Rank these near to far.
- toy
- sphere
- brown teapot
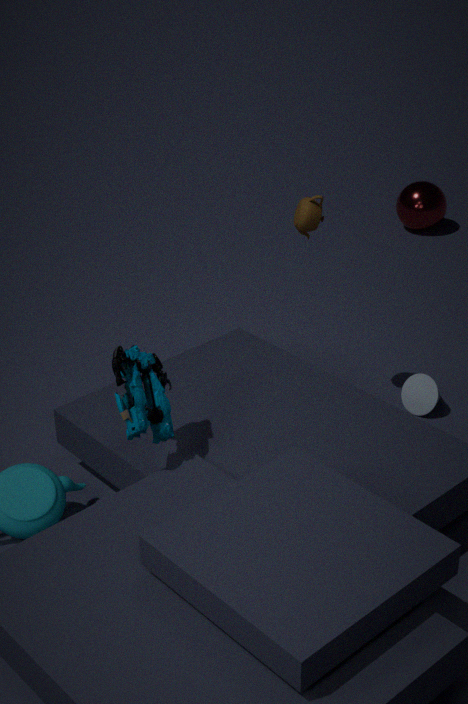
1. toy
2. brown teapot
3. sphere
